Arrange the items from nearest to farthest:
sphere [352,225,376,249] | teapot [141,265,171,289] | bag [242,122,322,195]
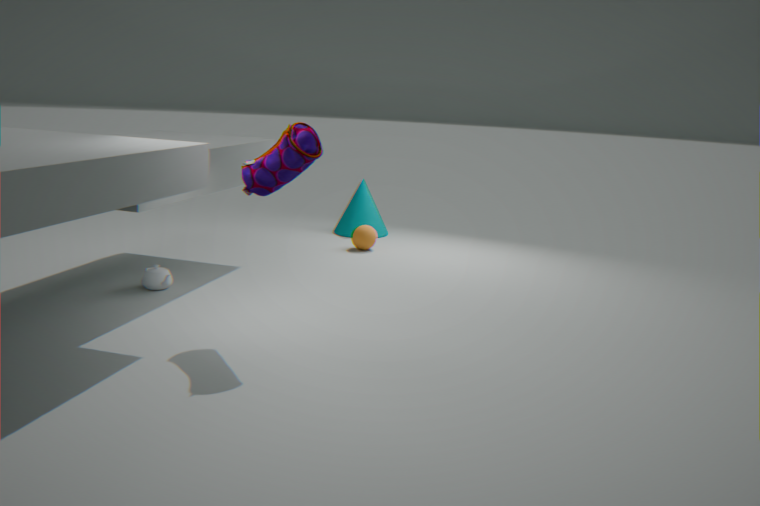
bag [242,122,322,195] → teapot [141,265,171,289] → sphere [352,225,376,249]
